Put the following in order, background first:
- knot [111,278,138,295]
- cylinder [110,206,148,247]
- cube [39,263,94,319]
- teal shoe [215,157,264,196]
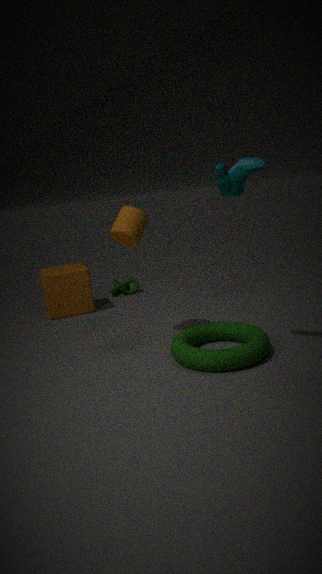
knot [111,278,138,295], cube [39,263,94,319], cylinder [110,206,148,247], teal shoe [215,157,264,196]
